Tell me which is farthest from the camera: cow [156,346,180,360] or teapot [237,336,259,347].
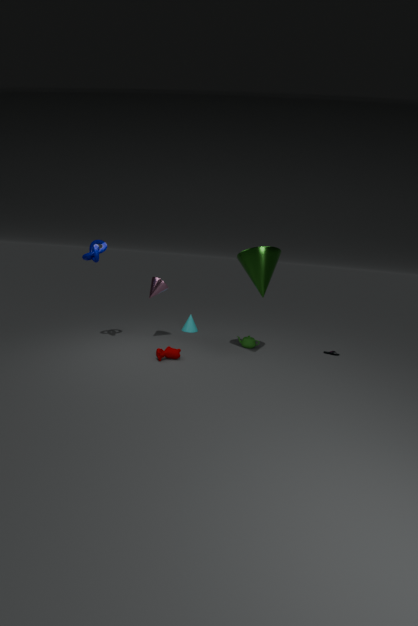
teapot [237,336,259,347]
